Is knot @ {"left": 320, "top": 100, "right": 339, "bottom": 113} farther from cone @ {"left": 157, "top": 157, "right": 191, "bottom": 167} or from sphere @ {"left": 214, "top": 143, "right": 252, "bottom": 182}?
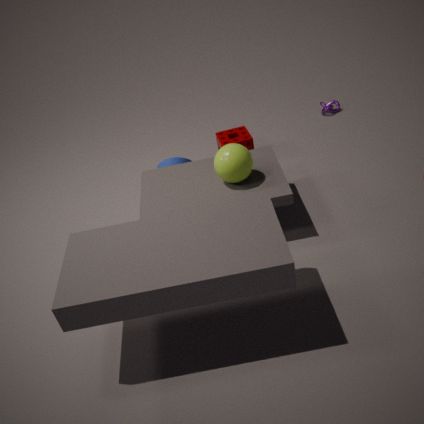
sphere @ {"left": 214, "top": 143, "right": 252, "bottom": 182}
